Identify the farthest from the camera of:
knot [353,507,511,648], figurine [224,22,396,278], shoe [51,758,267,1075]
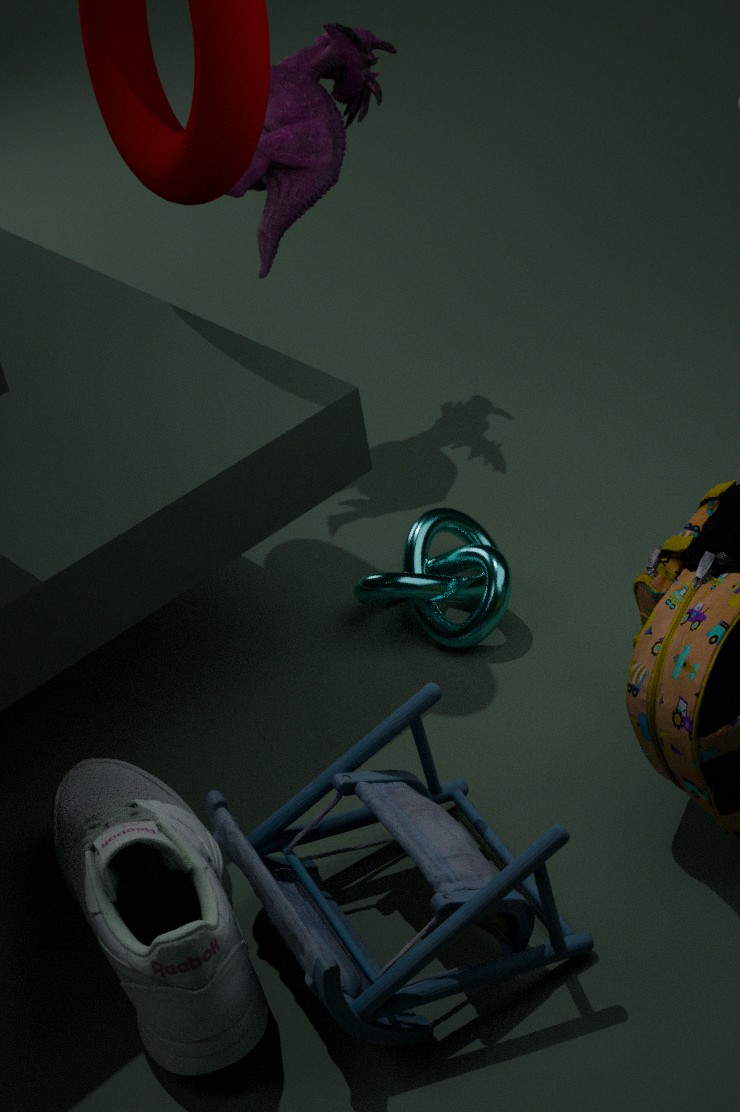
figurine [224,22,396,278]
